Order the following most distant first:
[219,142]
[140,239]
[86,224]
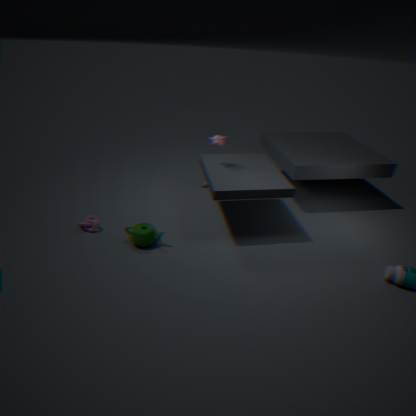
[219,142] < [86,224] < [140,239]
